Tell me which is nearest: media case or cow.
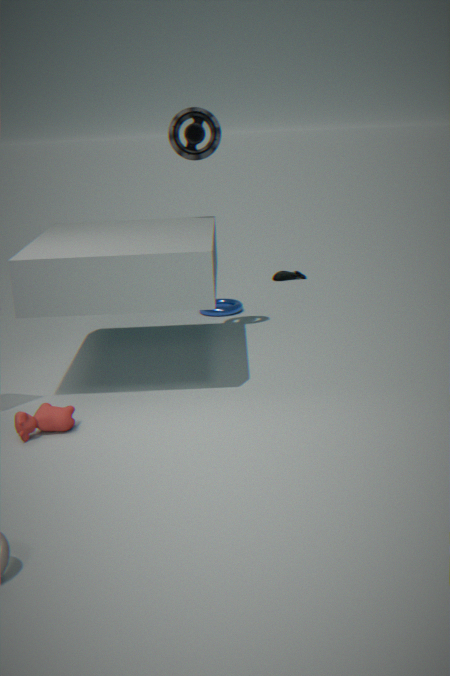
cow
